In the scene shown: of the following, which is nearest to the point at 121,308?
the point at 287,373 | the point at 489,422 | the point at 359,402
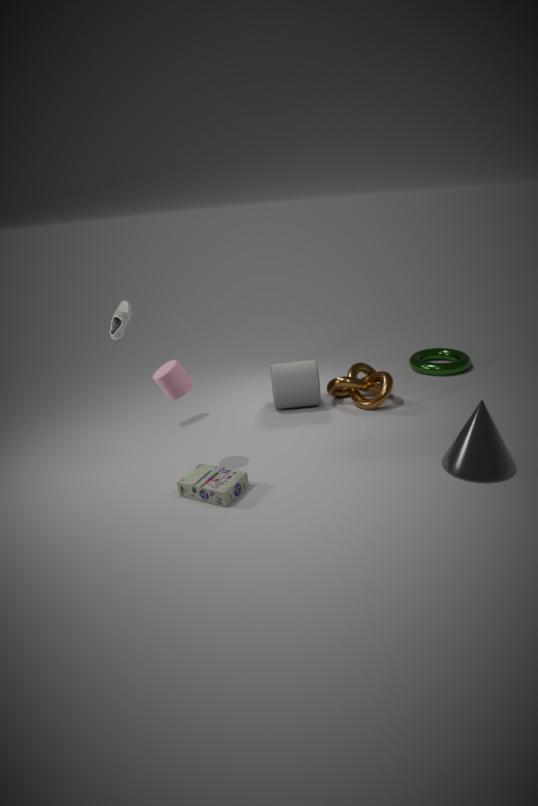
the point at 287,373
